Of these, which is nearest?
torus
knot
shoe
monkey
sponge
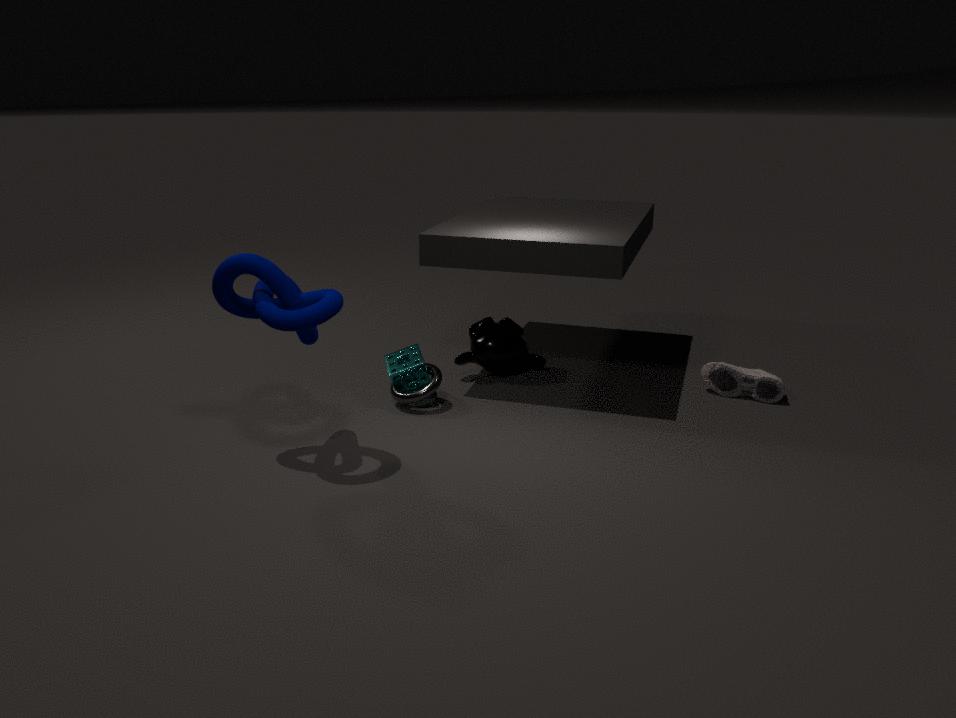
knot
